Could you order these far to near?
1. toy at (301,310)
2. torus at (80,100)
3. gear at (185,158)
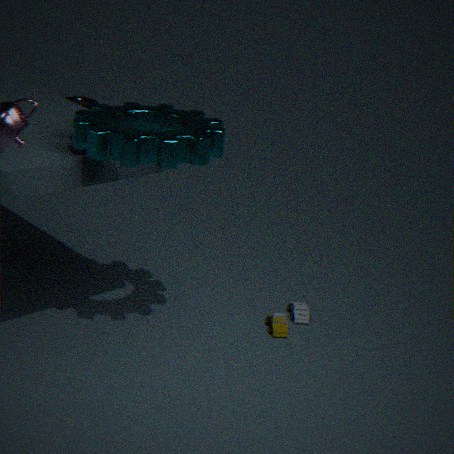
torus at (80,100) < toy at (301,310) < gear at (185,158)
